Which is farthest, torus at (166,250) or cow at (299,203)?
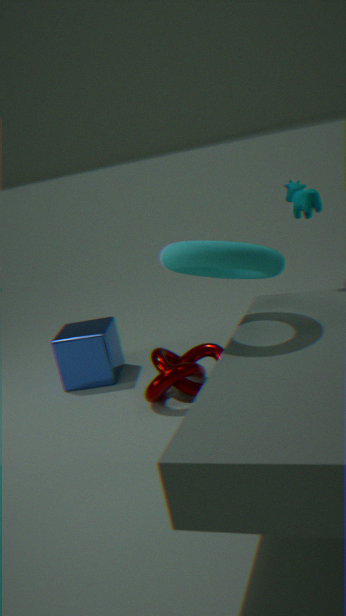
cow at (299,203)
